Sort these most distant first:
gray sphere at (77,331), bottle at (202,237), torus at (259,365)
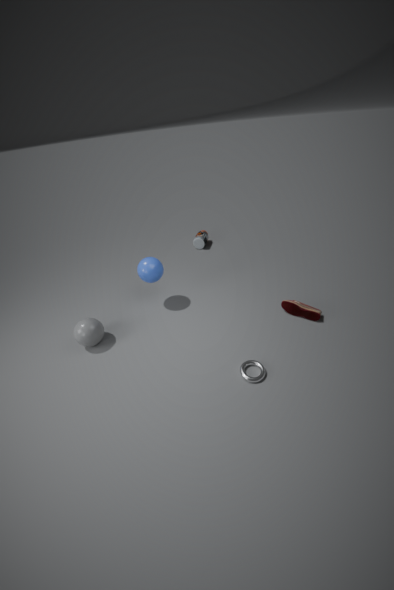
bottle at (202,237)
gray sphere at (77,331)
torus at (259,365)
